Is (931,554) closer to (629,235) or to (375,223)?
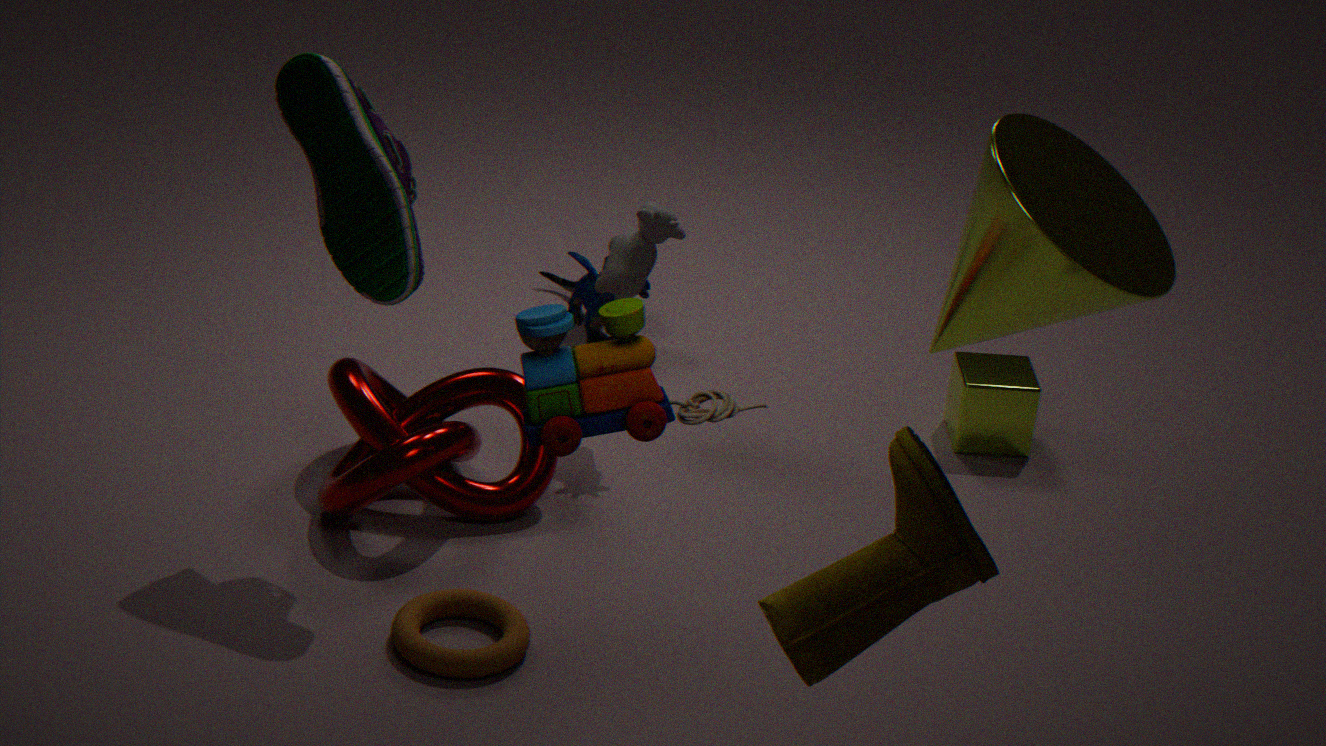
(375,223)
